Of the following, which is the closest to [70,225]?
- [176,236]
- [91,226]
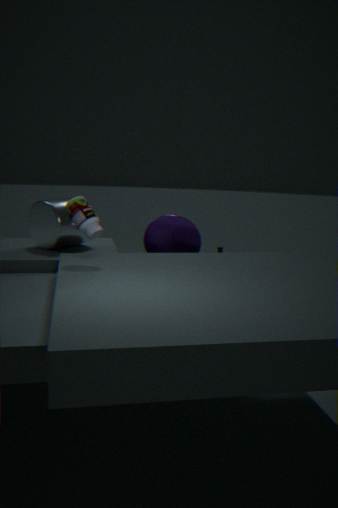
[91,226]
